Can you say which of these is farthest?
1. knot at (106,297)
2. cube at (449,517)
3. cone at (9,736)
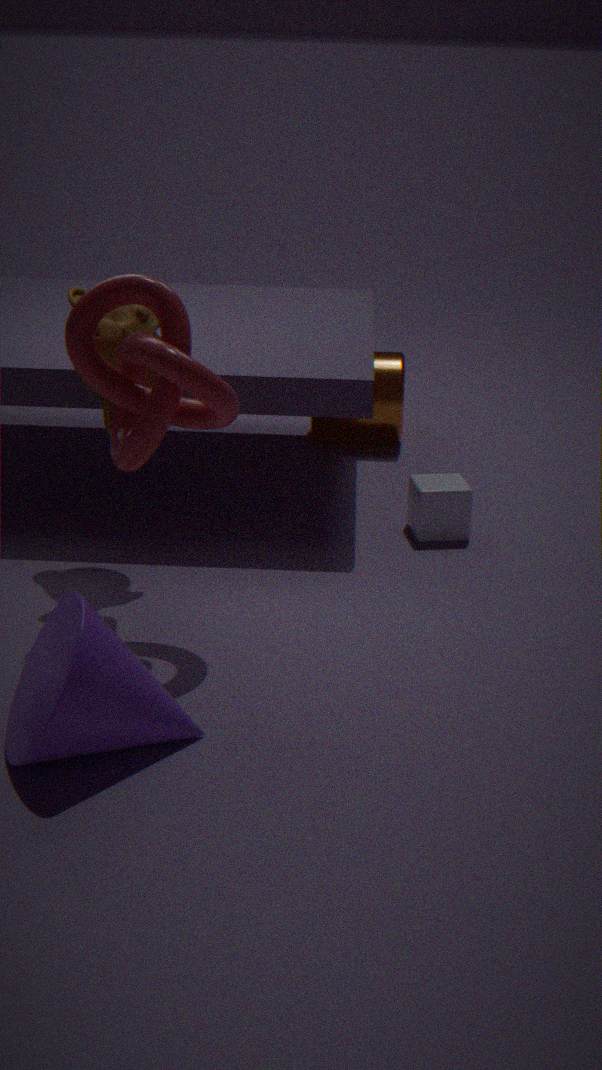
cube at (449,517)
